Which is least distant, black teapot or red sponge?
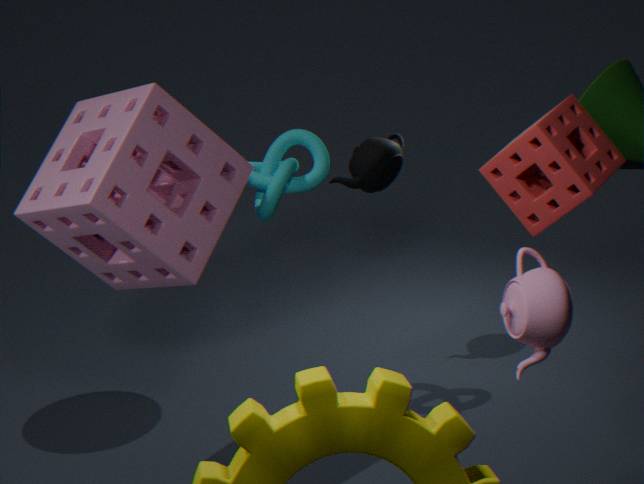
red sponge
